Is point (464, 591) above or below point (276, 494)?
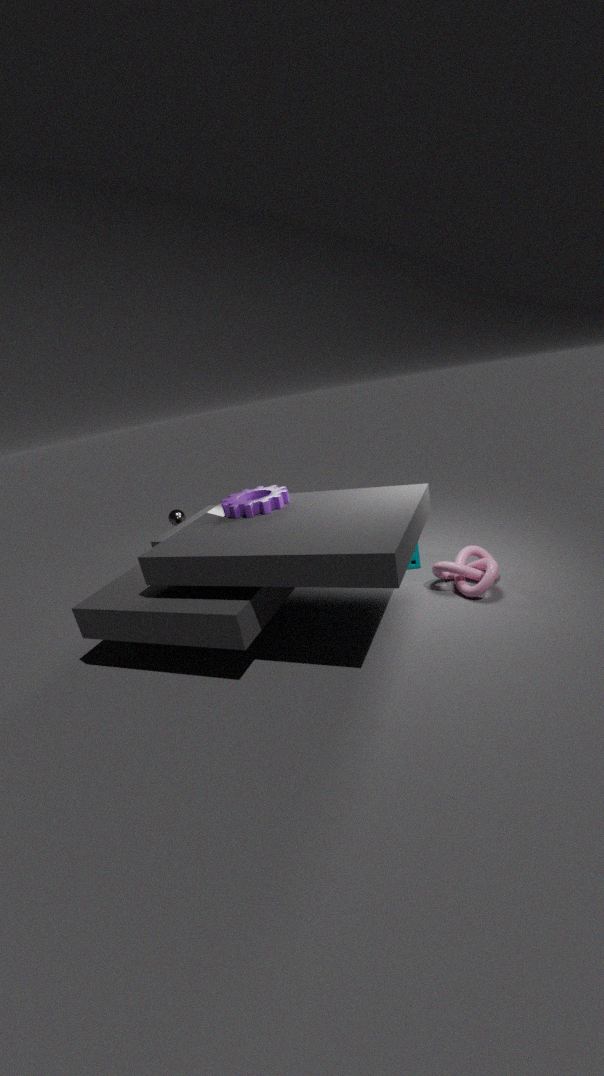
below
